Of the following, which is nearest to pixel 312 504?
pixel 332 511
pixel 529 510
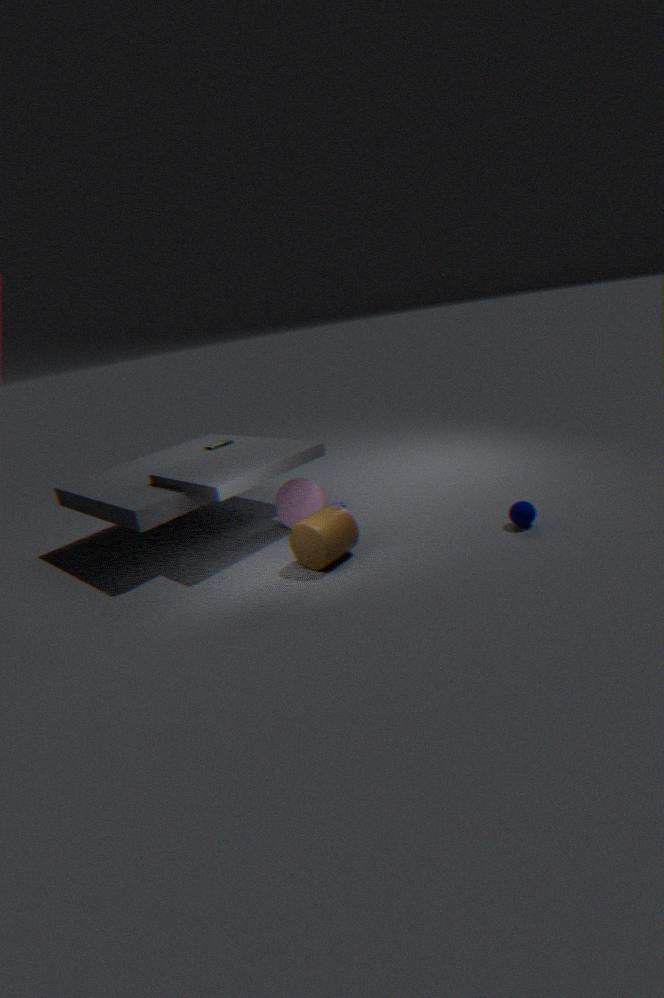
pixel 332 511
